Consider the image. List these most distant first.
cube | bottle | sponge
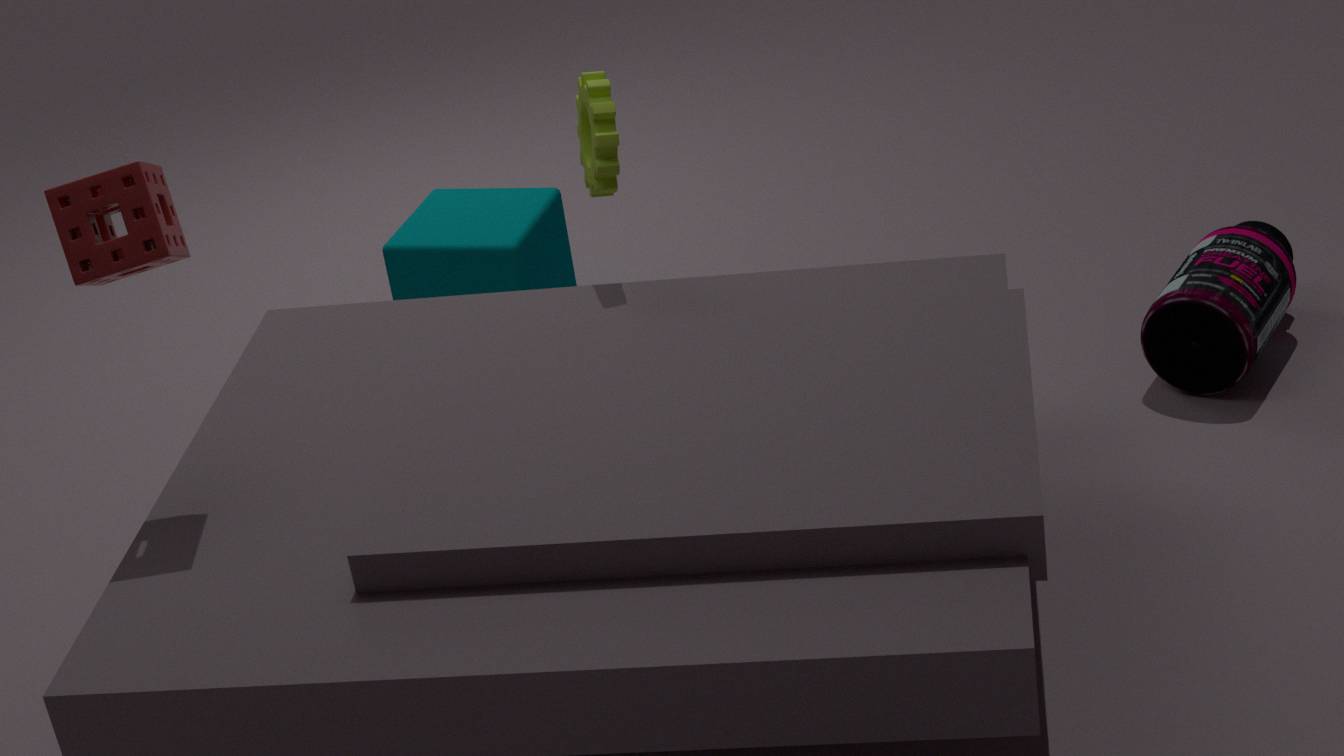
cube
bottle
sponge
